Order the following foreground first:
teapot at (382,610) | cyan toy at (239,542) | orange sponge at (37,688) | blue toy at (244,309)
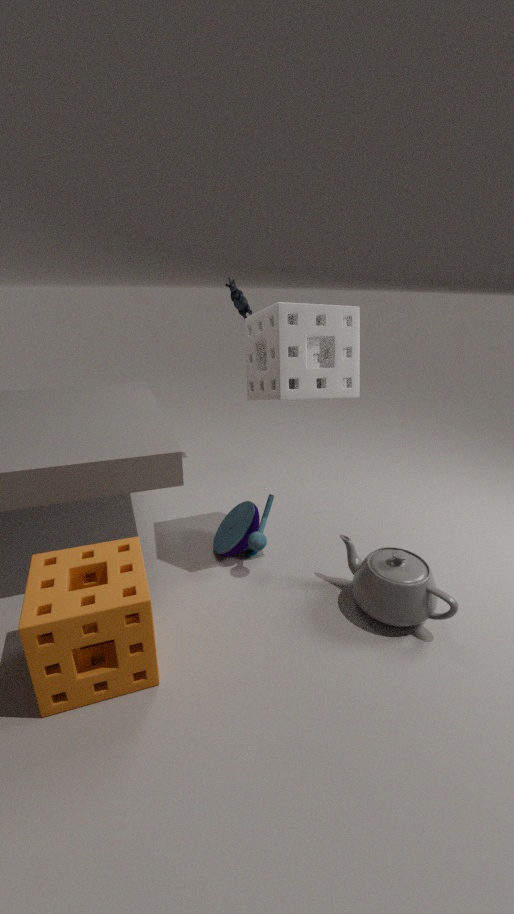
orange sponge at (37,688), teapot at (382,610), cyan toy at (239,542), blue toy at (244,309)
